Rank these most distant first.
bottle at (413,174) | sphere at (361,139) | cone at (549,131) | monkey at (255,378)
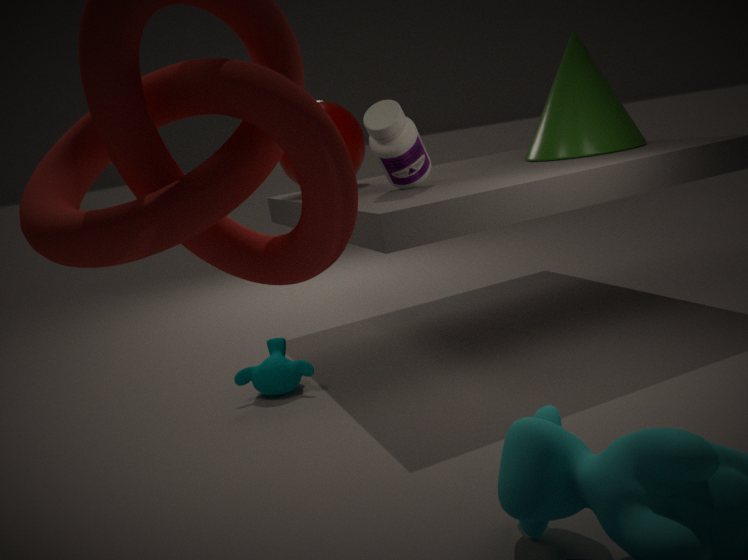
sphere at (361,139) < cone at (549,131) < monkey at (255,378) < bottle at (413,174)
